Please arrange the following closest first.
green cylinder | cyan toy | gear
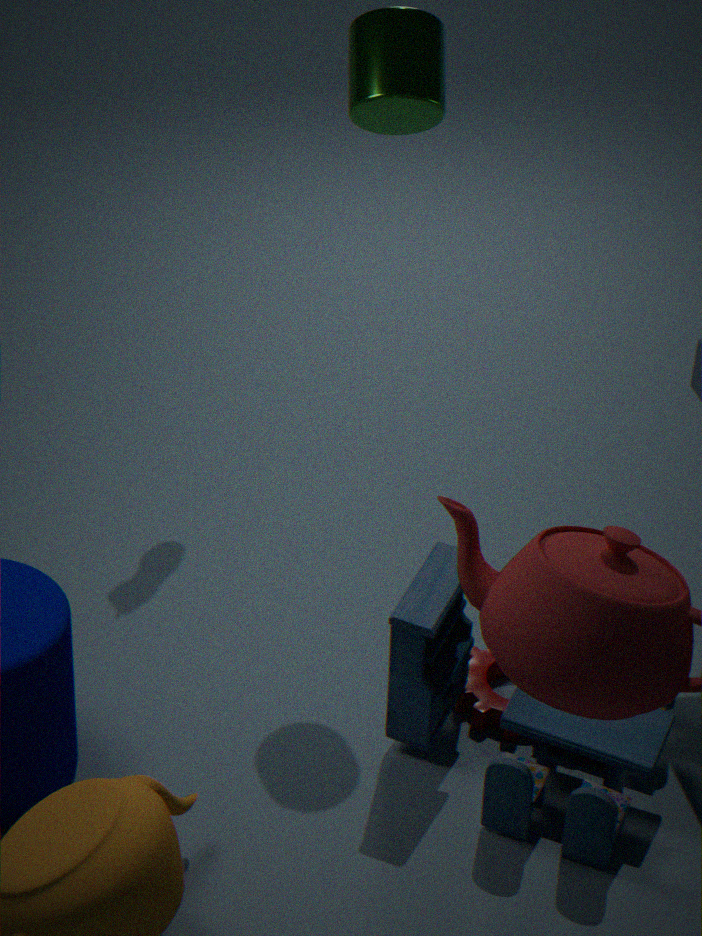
cyan toy, green cylinder, gear
